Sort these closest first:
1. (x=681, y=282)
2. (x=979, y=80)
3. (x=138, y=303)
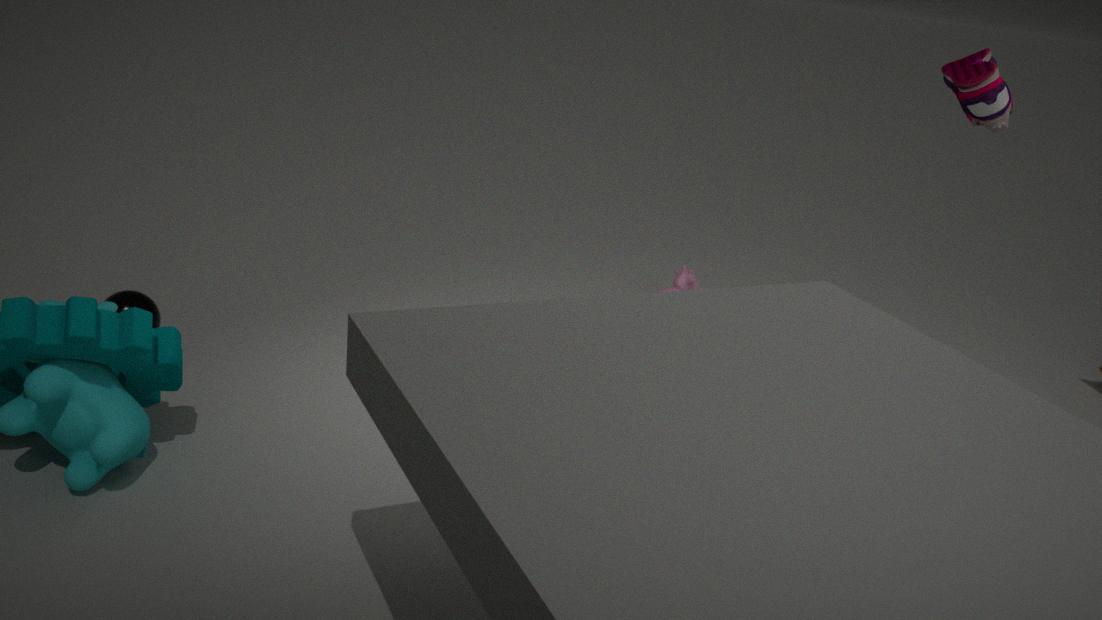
(x=979, y=80), (x=138, y=303), (x=681, y=282)
